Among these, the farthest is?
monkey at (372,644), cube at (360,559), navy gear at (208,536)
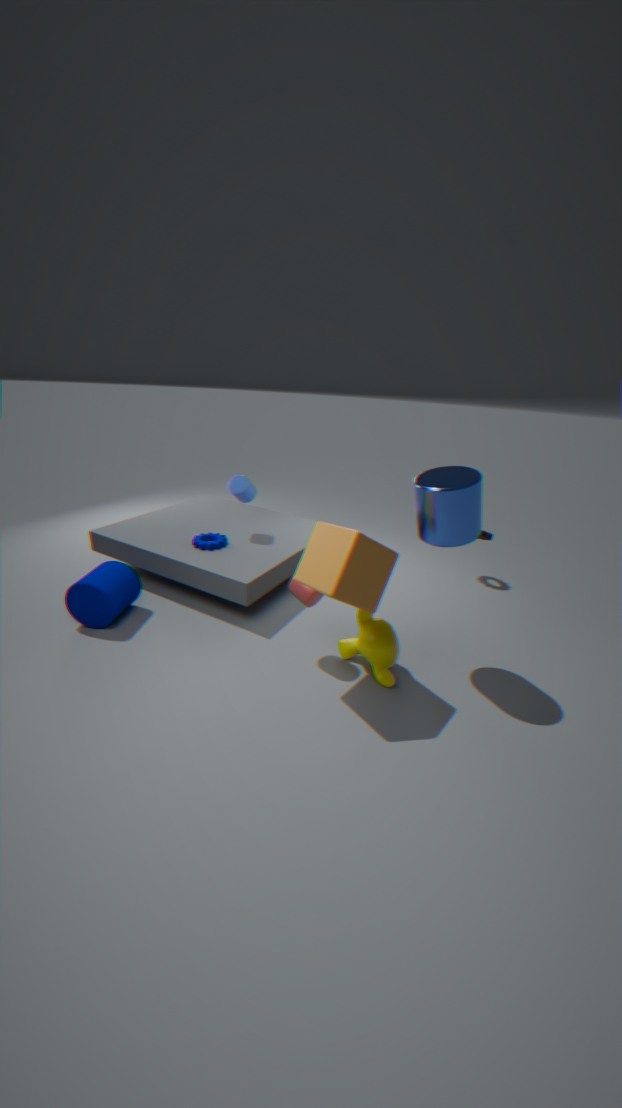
navy gear at (208,536)
